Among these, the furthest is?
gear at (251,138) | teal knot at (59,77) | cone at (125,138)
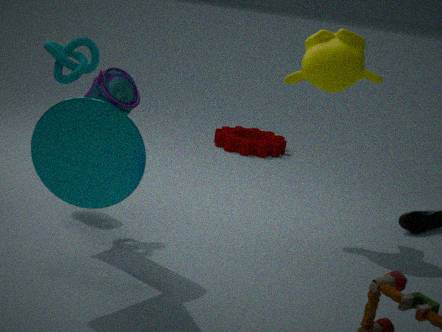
gear at (251,138)
